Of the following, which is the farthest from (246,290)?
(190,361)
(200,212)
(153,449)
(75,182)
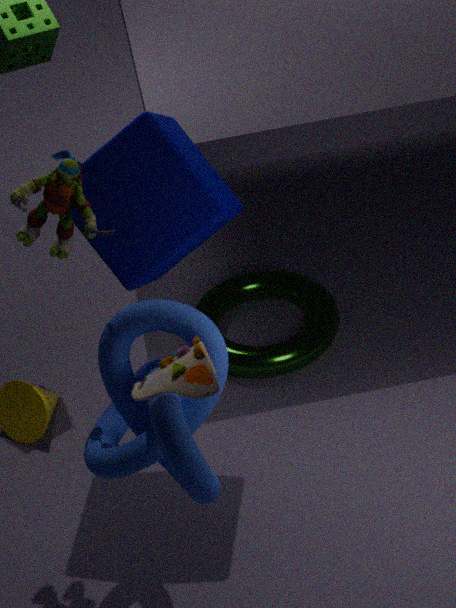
(190,361)
